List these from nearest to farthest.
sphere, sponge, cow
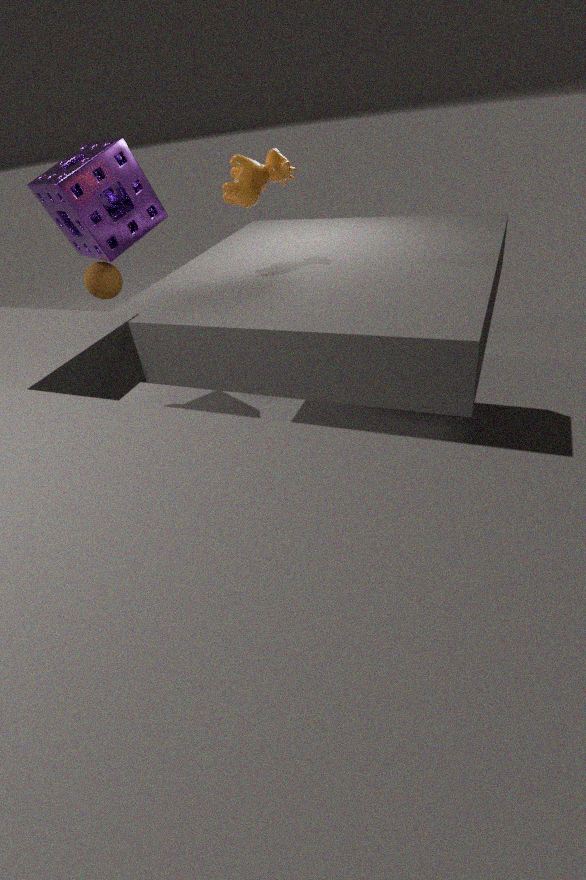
1. cow
2. sponge
3. sphere
